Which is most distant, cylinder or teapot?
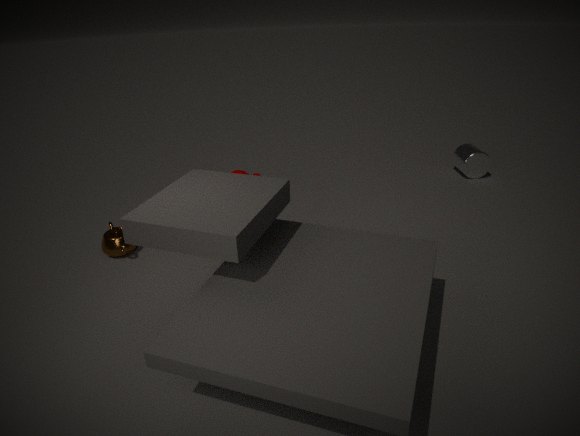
cylinder
